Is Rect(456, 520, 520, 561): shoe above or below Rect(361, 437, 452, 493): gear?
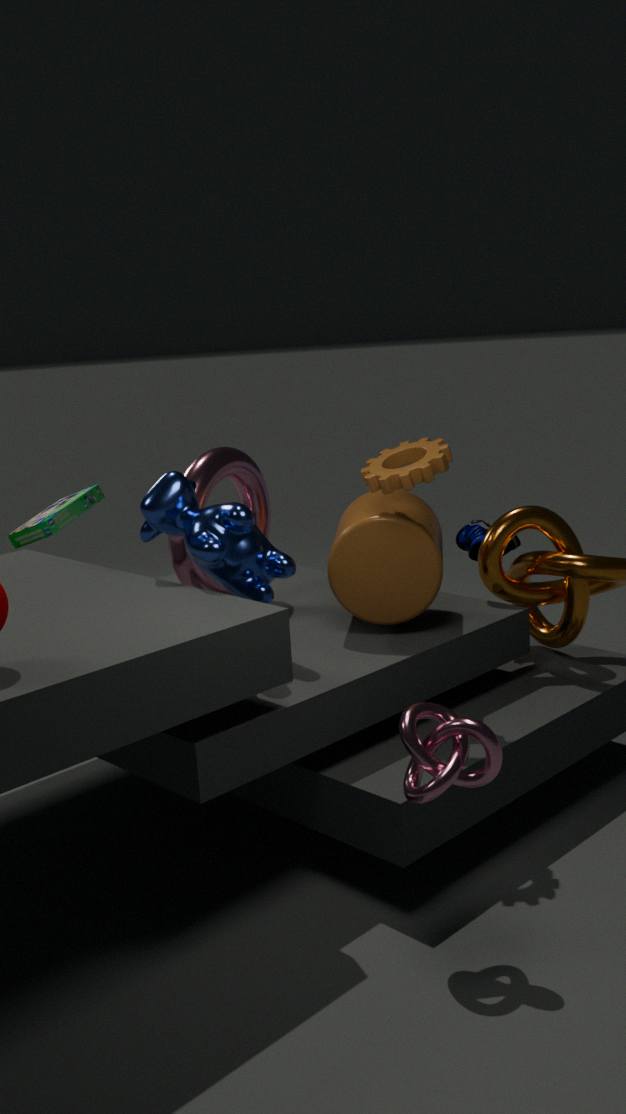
below
